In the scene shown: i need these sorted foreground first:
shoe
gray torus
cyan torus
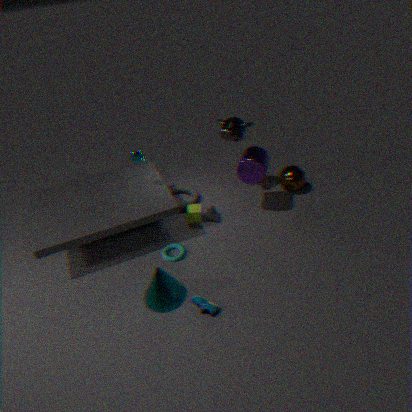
shoe
cyan torus
gray torus
